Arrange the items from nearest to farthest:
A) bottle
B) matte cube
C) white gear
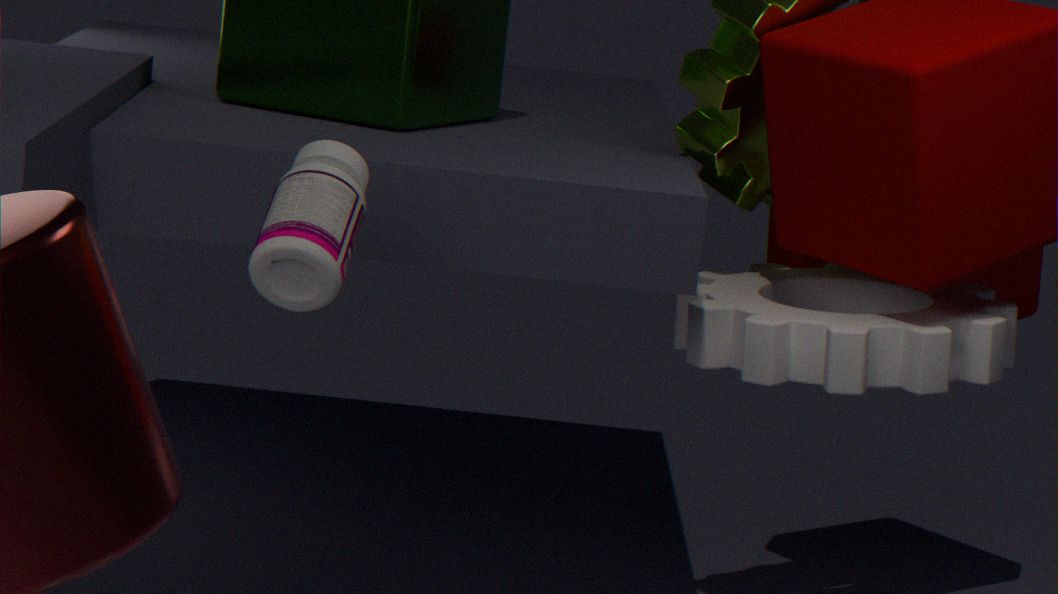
bottle → white gear → matte cube
